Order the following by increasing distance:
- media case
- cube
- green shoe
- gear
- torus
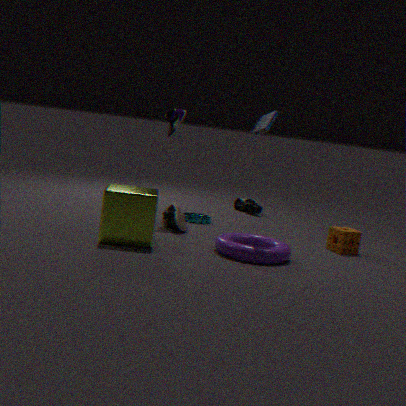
cube < torus < media case < green shoe < gear
